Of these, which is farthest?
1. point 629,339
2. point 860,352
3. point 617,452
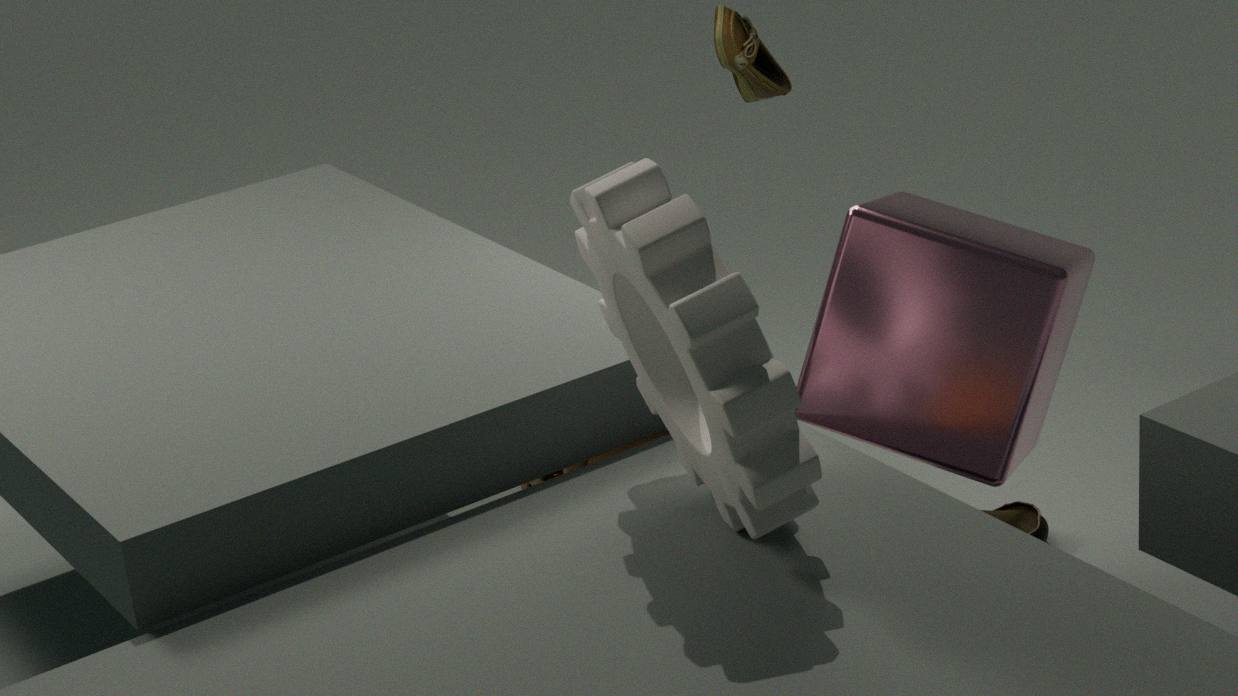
point 617,452
